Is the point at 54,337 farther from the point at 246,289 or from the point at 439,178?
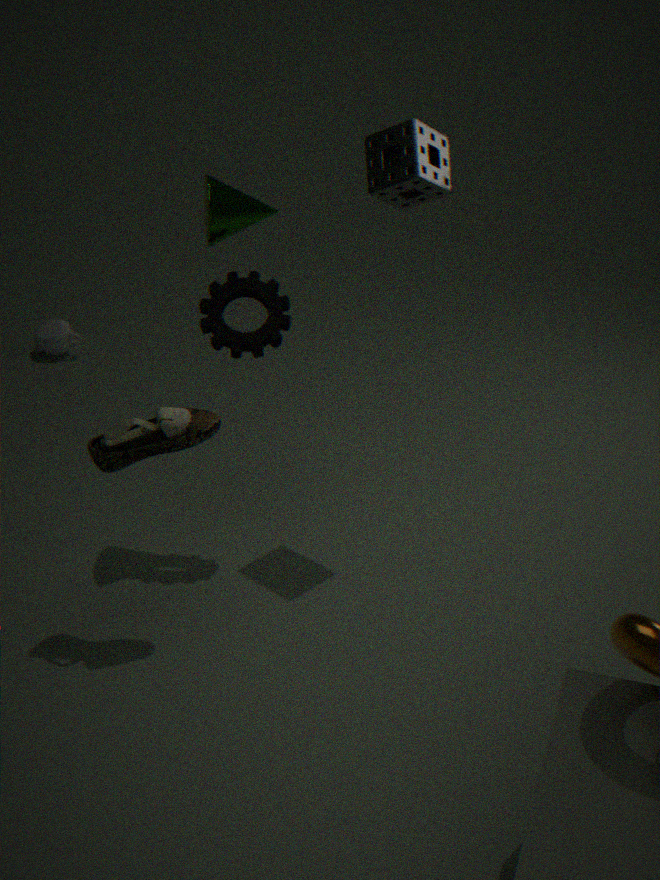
the point at 439,178
